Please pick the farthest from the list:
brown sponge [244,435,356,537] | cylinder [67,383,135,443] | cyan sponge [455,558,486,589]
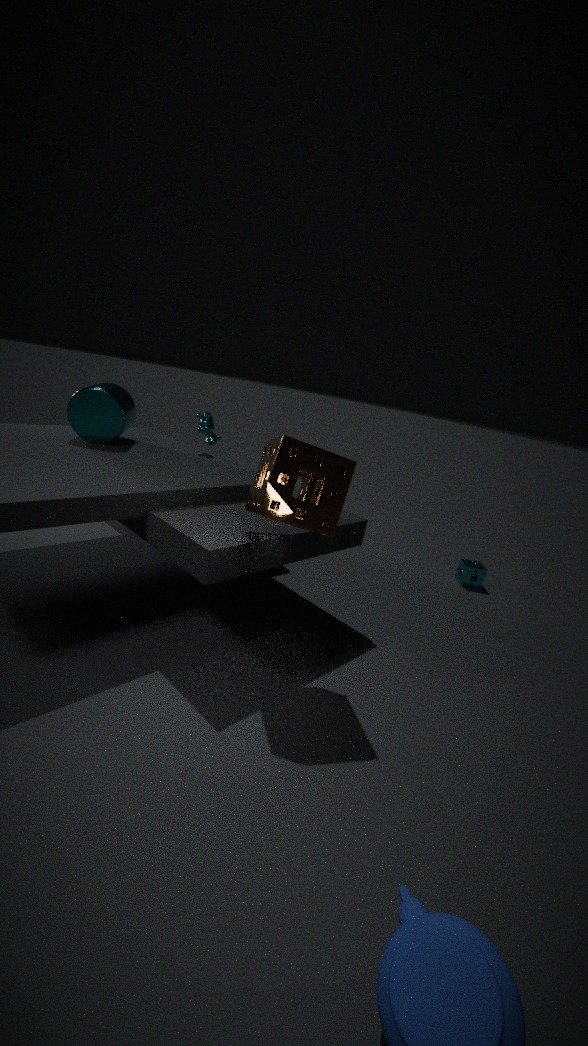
cyan sponge [455,558,486,589]
